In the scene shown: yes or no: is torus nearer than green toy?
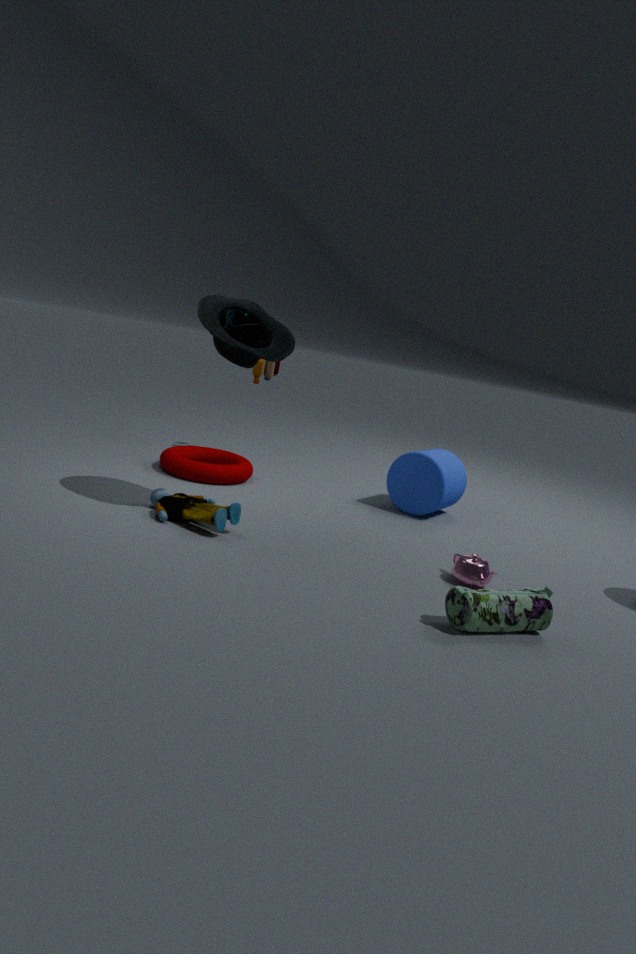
No
